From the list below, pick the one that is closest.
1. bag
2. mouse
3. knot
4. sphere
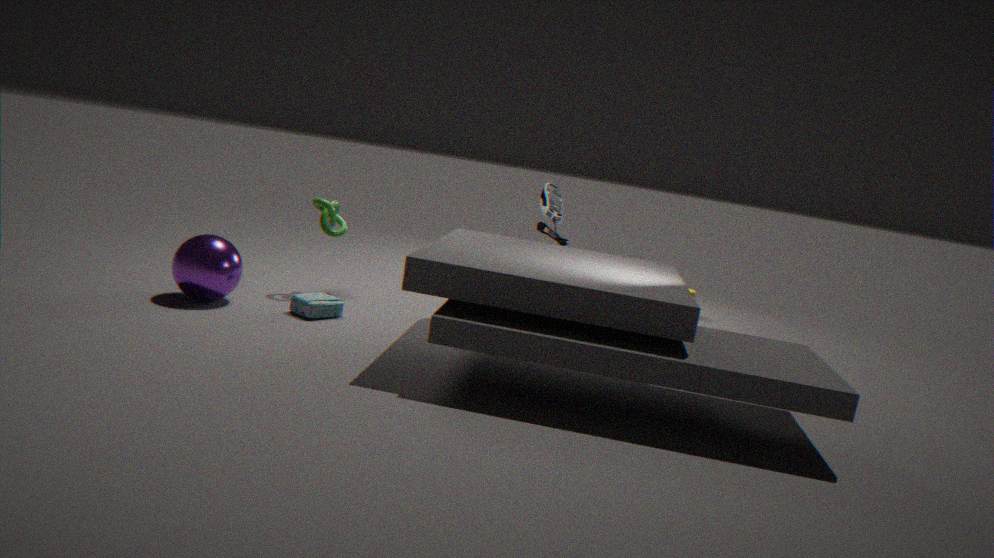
sphere
